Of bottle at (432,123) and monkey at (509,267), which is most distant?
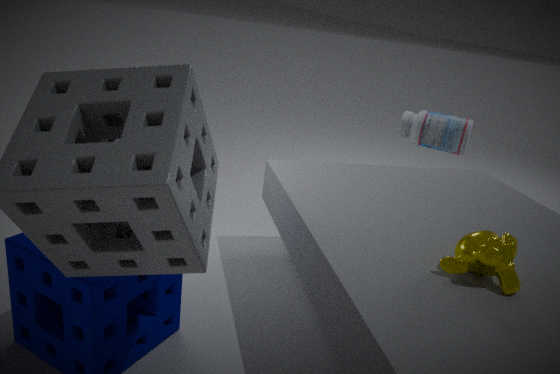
bottle at (432,123)
